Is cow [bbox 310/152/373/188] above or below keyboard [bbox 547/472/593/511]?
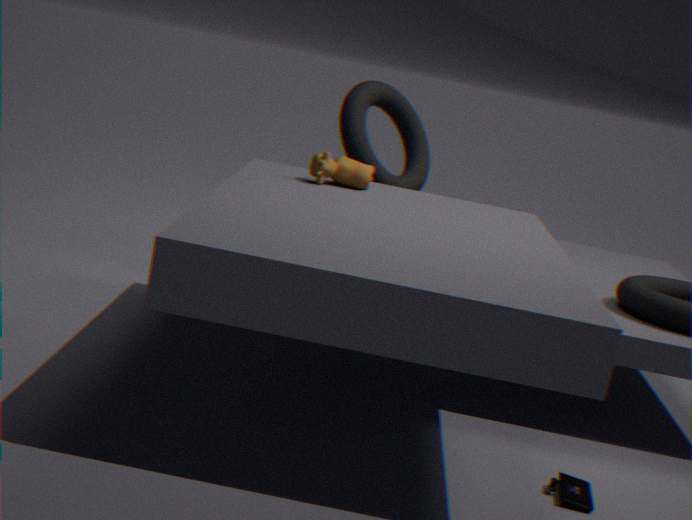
above
